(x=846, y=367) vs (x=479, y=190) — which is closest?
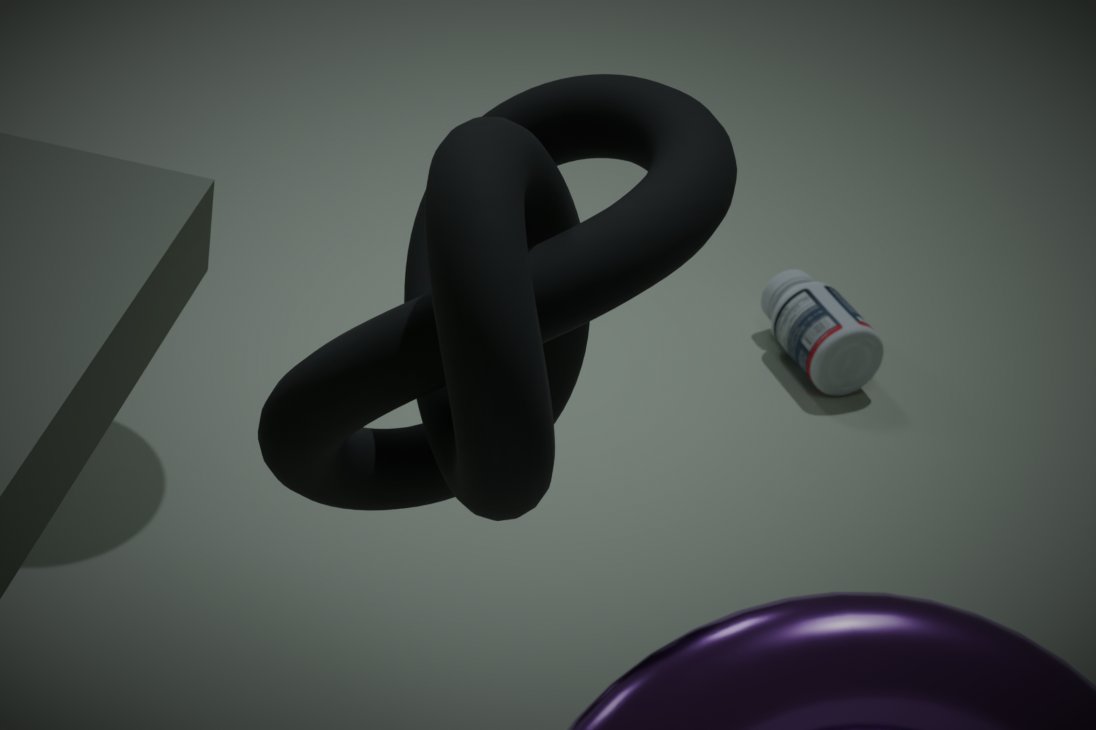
(x=479, y=190)
